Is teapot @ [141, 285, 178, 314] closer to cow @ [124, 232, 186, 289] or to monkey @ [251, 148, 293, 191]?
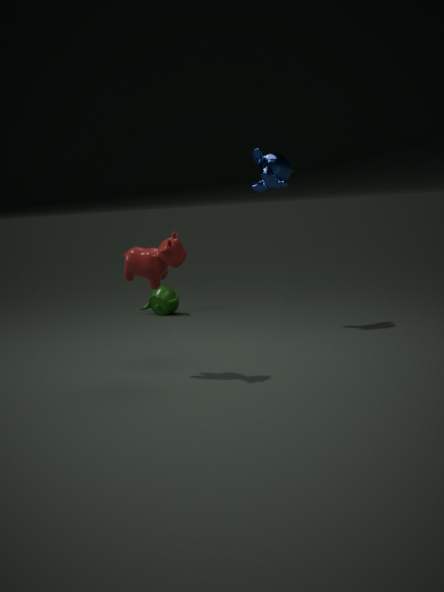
monkey @ [251, 148, 293, 191]
